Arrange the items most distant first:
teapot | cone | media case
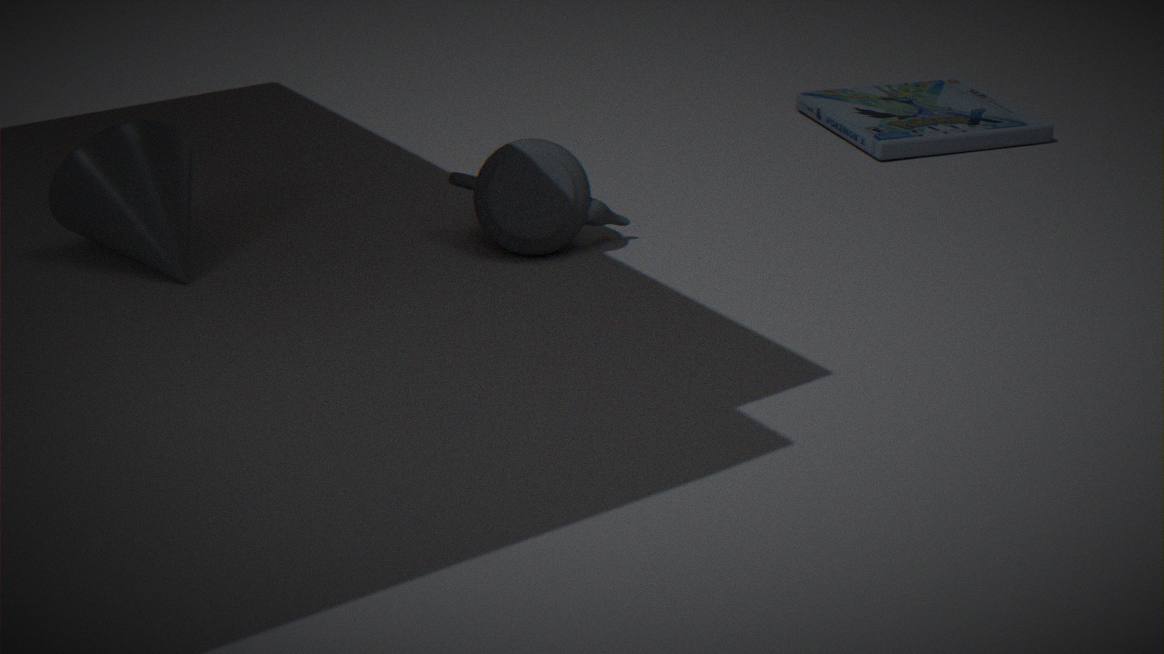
media case, teapot, cone
